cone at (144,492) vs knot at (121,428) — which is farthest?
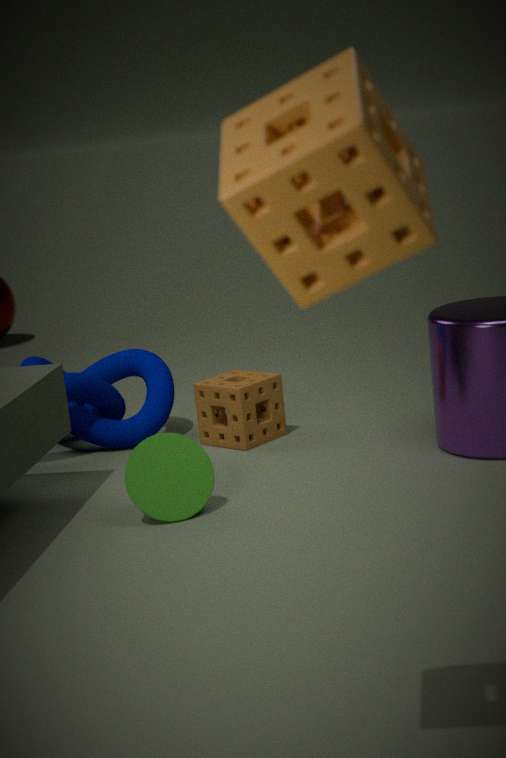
knot at (121,428)
